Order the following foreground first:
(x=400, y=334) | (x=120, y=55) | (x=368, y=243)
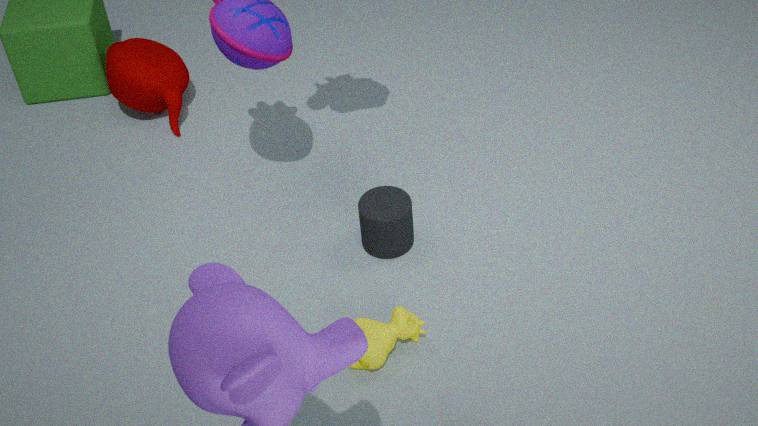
(x=400, y=334) → (x=368, y=243) → (x=120, y=55)
